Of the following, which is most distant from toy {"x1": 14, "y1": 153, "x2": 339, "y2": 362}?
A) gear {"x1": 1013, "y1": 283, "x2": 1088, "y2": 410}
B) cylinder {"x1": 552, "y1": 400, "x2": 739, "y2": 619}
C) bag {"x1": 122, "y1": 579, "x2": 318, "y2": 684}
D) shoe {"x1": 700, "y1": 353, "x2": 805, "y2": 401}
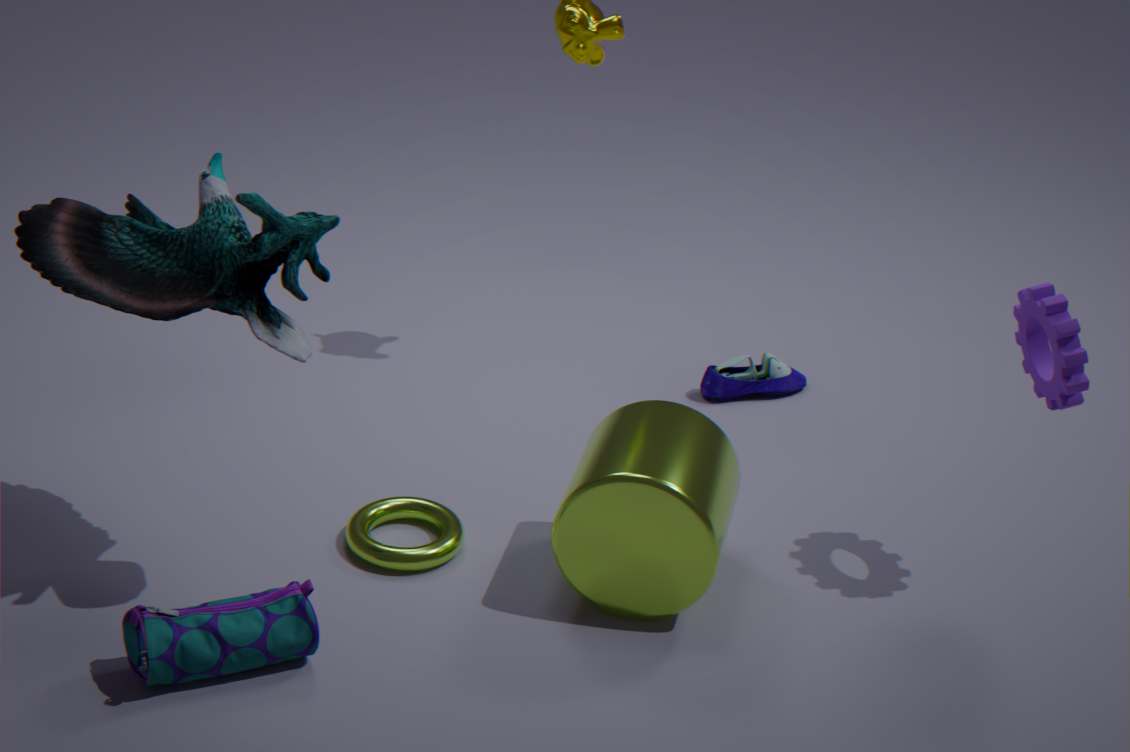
gear {"x1": 1013, "y1": 283, "x2": 1088, "y2": 410}
